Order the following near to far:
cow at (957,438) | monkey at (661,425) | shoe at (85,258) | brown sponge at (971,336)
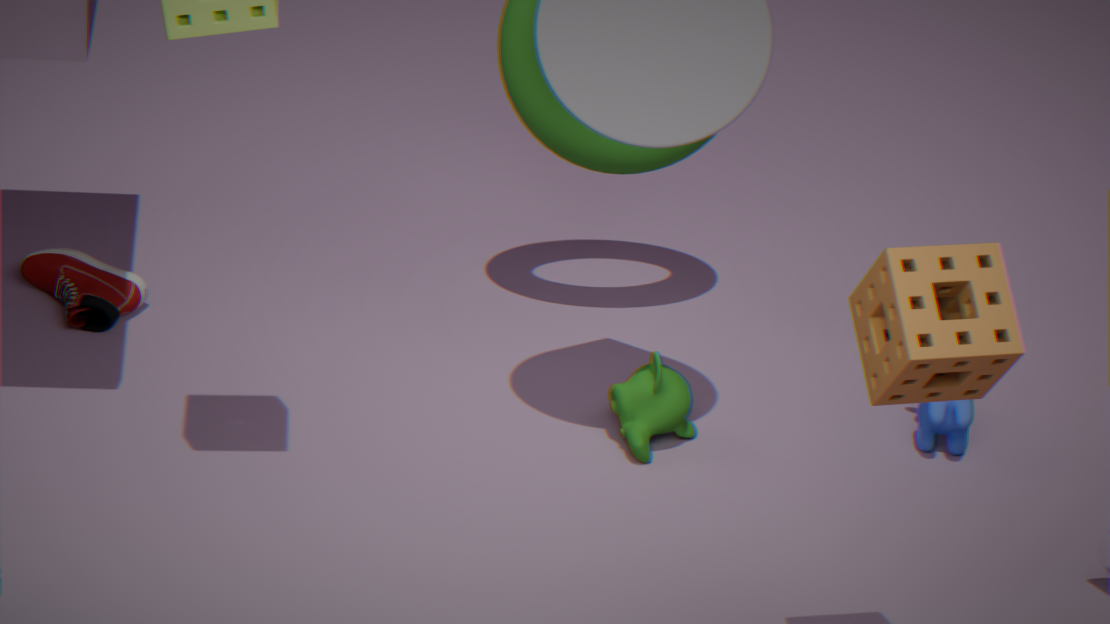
brown sponge at (971,336) < monkey at (661,425) < cow at (957,438) < shoe at (85,258)
